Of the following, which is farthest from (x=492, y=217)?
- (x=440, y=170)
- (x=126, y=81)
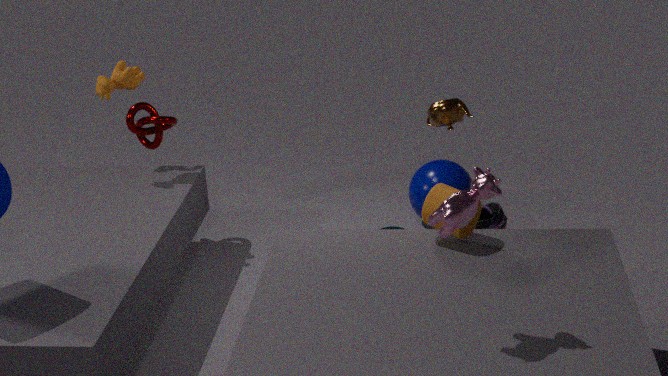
(x=126, y=81)
